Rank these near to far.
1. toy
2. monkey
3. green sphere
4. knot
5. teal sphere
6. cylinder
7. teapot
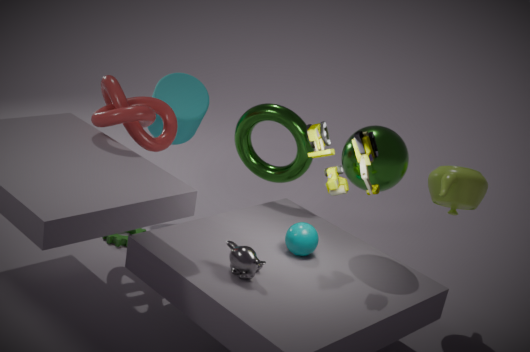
monkey → toy → green sphere → teal sphere → knot → teapot → cylinder
